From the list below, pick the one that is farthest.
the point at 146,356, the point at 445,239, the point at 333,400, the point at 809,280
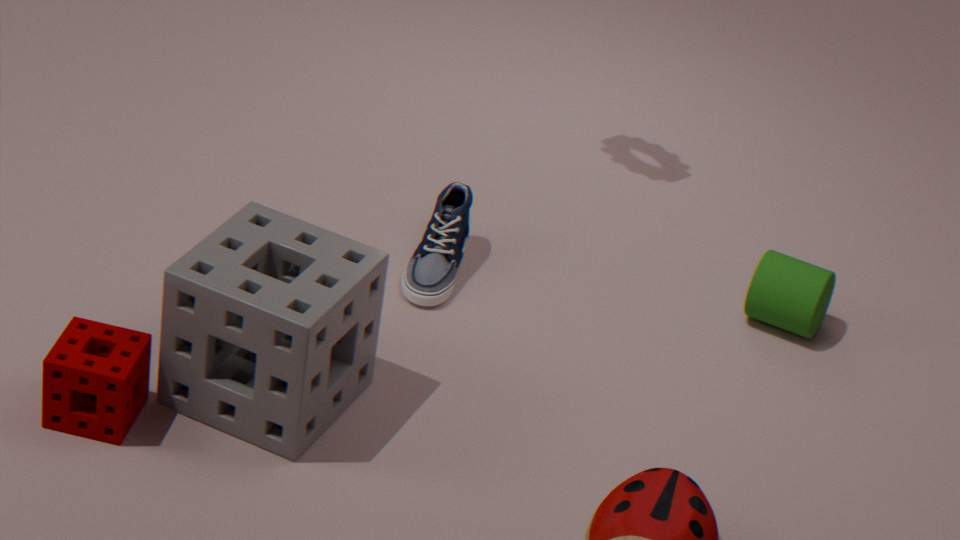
the point at 445,239
